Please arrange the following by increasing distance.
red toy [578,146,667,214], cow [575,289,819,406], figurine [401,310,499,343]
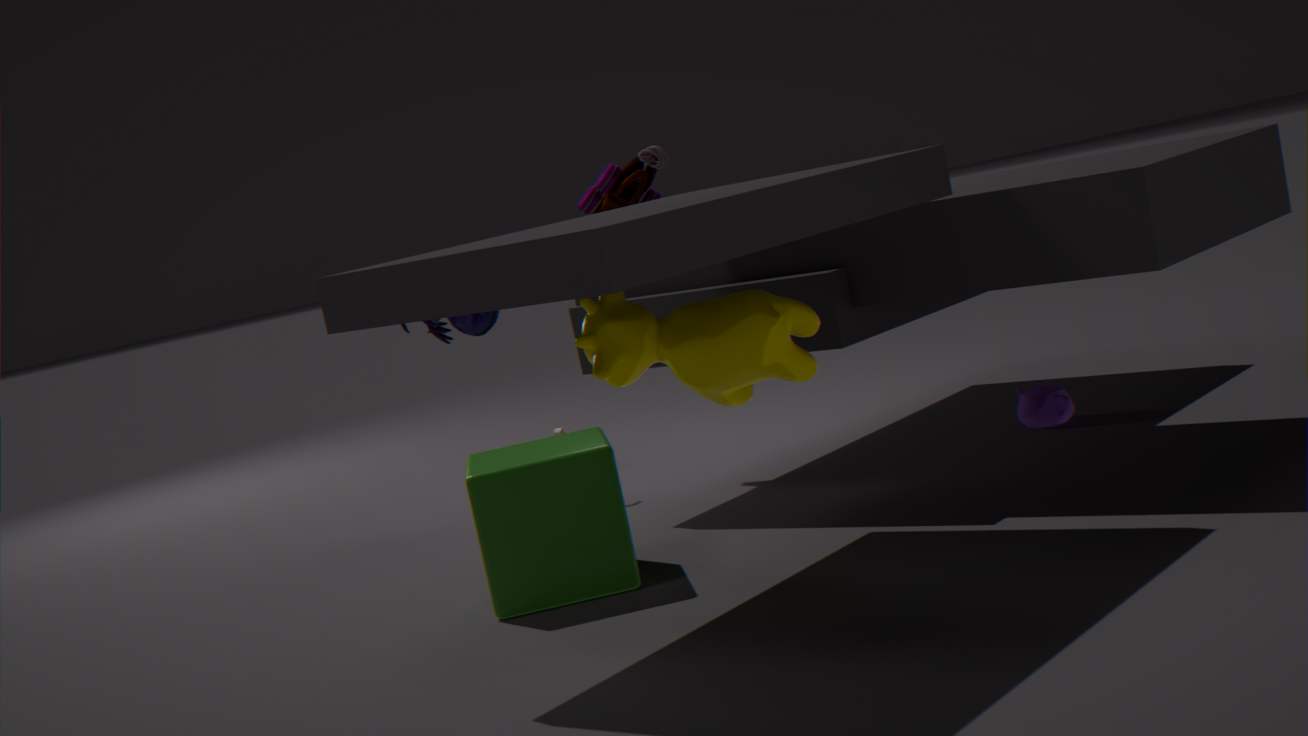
cow [575,289,819,406]
red toy [578,146,667,214]
figurine [401,310,499,343]
